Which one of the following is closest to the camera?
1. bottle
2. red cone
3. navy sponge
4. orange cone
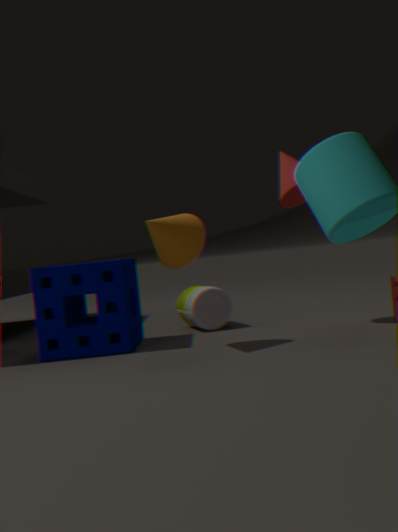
orange cone
